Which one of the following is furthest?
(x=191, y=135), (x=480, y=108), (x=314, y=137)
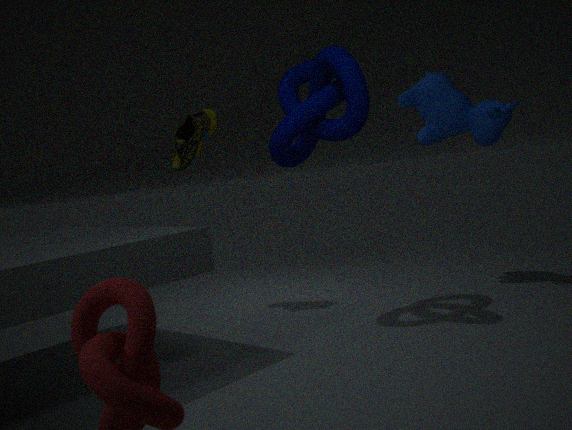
(x=191, y=135)
